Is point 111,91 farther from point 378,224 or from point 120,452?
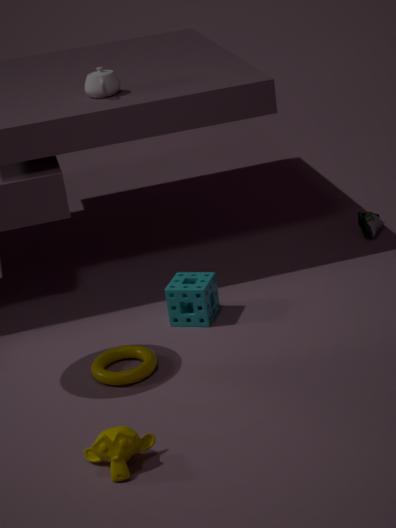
point 120,452
